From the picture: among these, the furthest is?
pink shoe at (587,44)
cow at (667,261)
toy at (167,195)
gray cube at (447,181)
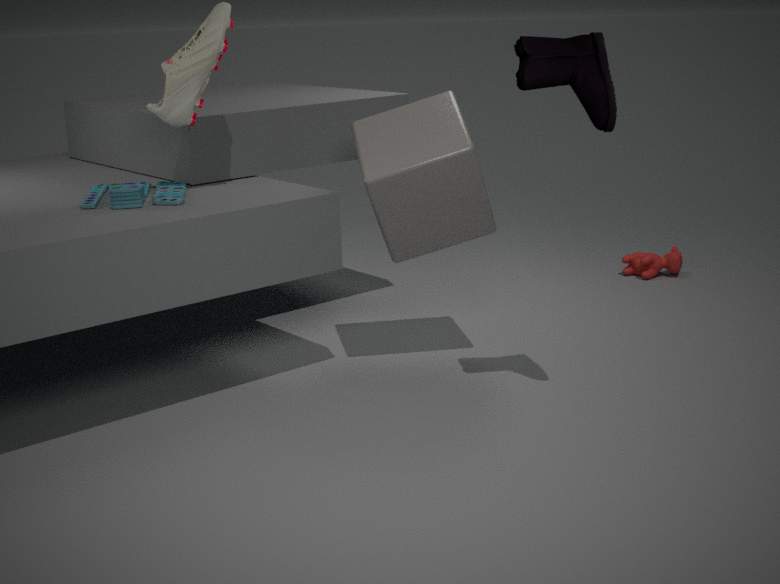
cow at (667,261)
